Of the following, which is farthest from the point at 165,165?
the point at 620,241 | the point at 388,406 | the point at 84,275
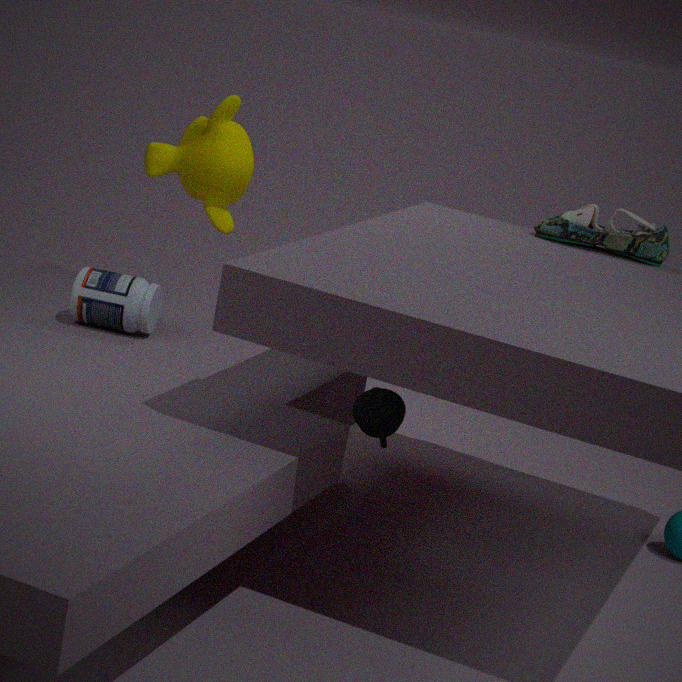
the point at 620,241
